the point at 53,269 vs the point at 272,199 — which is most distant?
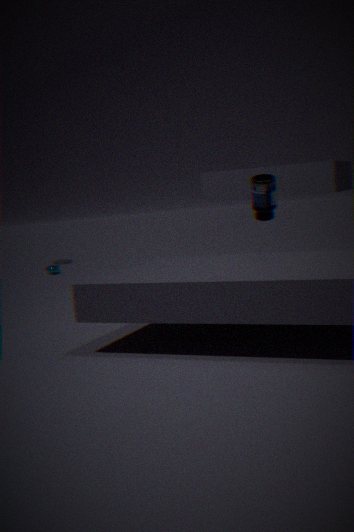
the point at 53,269
